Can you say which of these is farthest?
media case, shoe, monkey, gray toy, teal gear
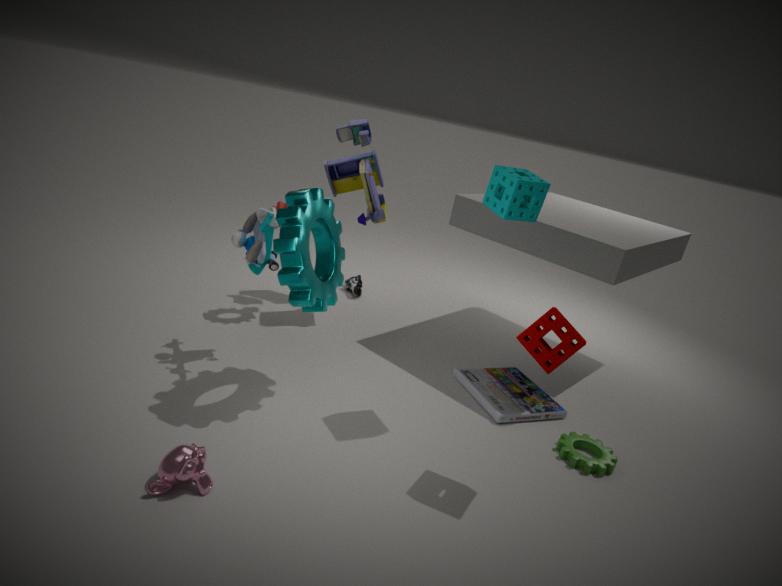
shoe
